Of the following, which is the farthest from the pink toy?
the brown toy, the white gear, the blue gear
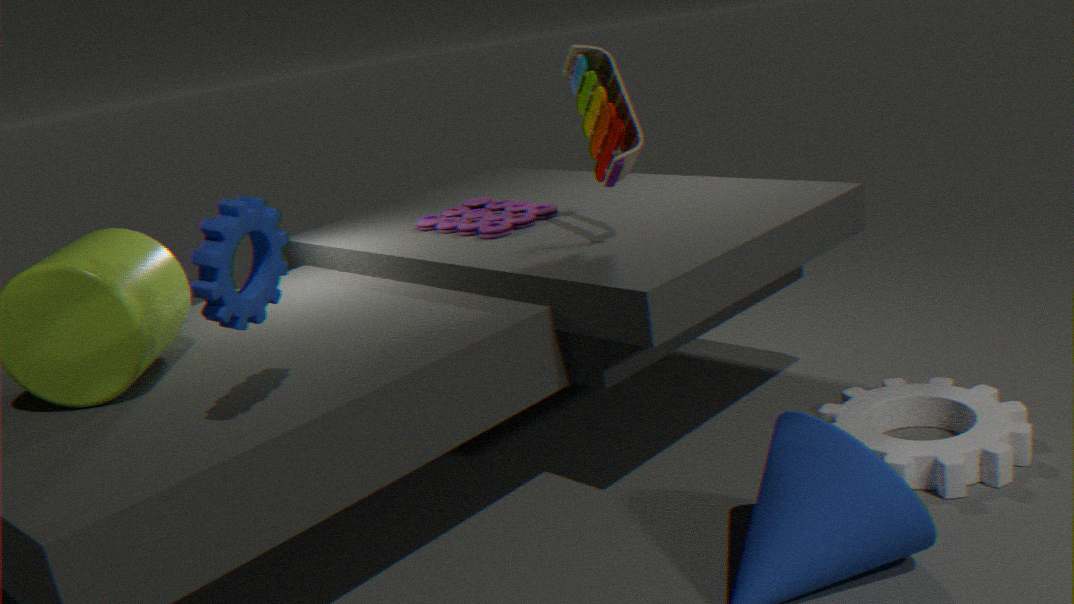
the white gear
